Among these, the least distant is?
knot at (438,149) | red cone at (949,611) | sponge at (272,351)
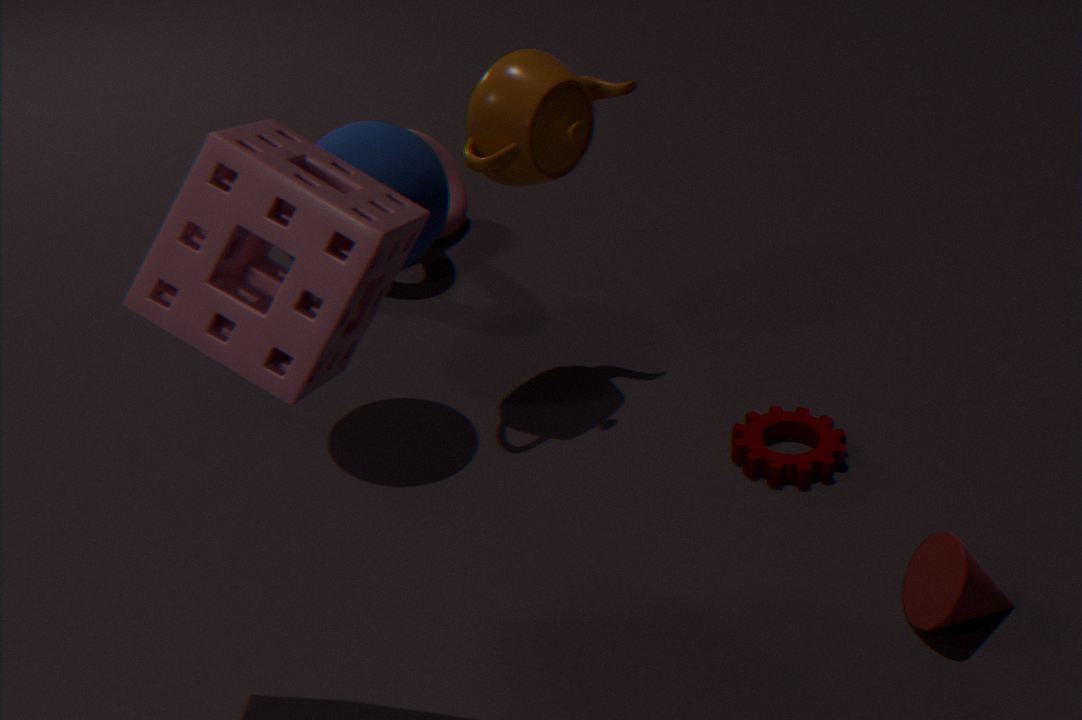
sponge at (272,351)
